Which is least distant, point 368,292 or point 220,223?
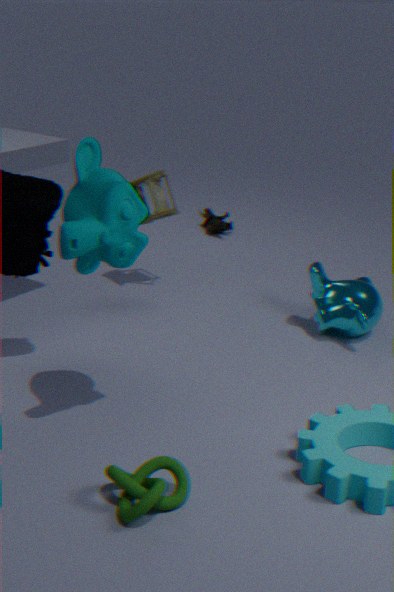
point 368,292
